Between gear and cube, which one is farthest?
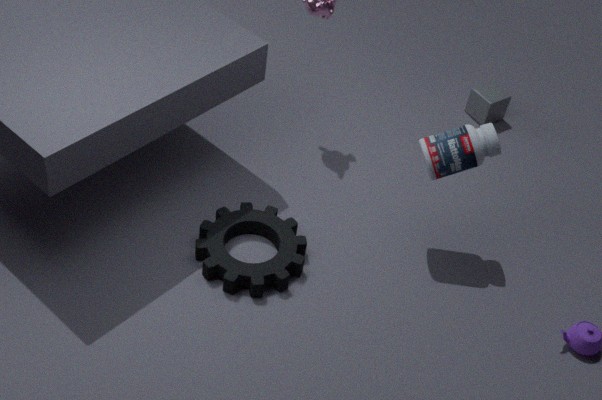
cube
